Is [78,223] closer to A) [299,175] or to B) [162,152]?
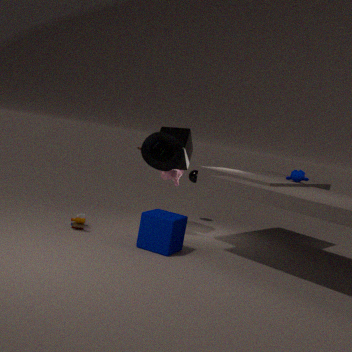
B) [162,152]
